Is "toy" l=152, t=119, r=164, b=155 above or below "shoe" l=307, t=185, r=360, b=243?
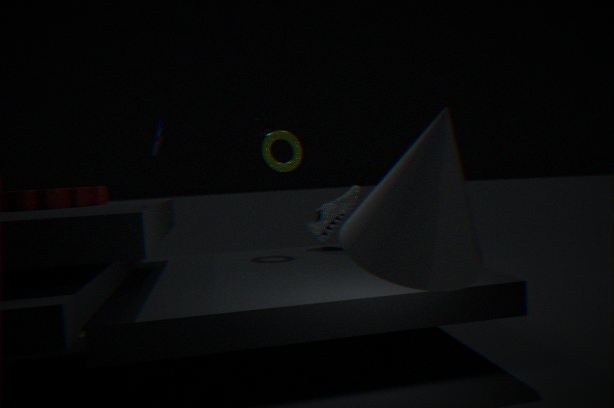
above
